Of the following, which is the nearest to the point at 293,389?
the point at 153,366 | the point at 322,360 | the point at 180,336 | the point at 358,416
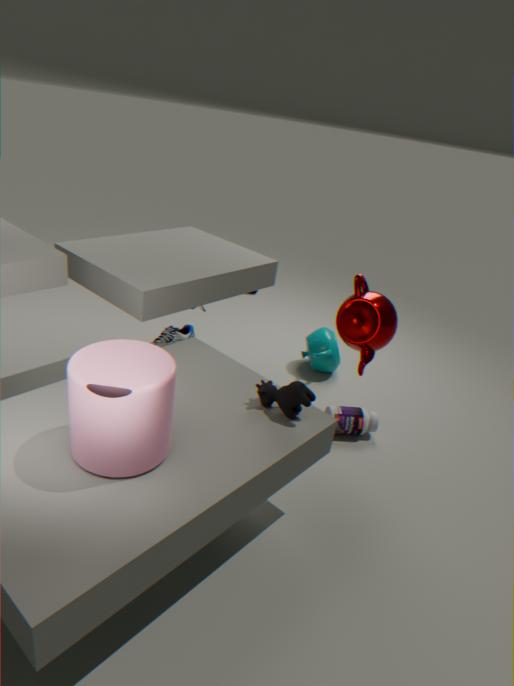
the point at 153,366
